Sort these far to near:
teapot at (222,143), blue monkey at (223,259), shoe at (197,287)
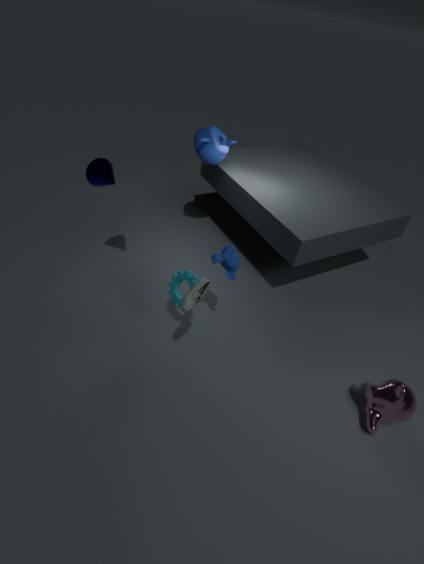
teapot at (222,143)
blue monkey at (223,259)
shoe at (197,287)
